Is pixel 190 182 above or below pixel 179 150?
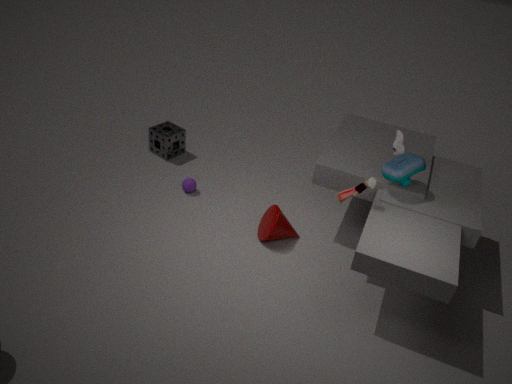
below
